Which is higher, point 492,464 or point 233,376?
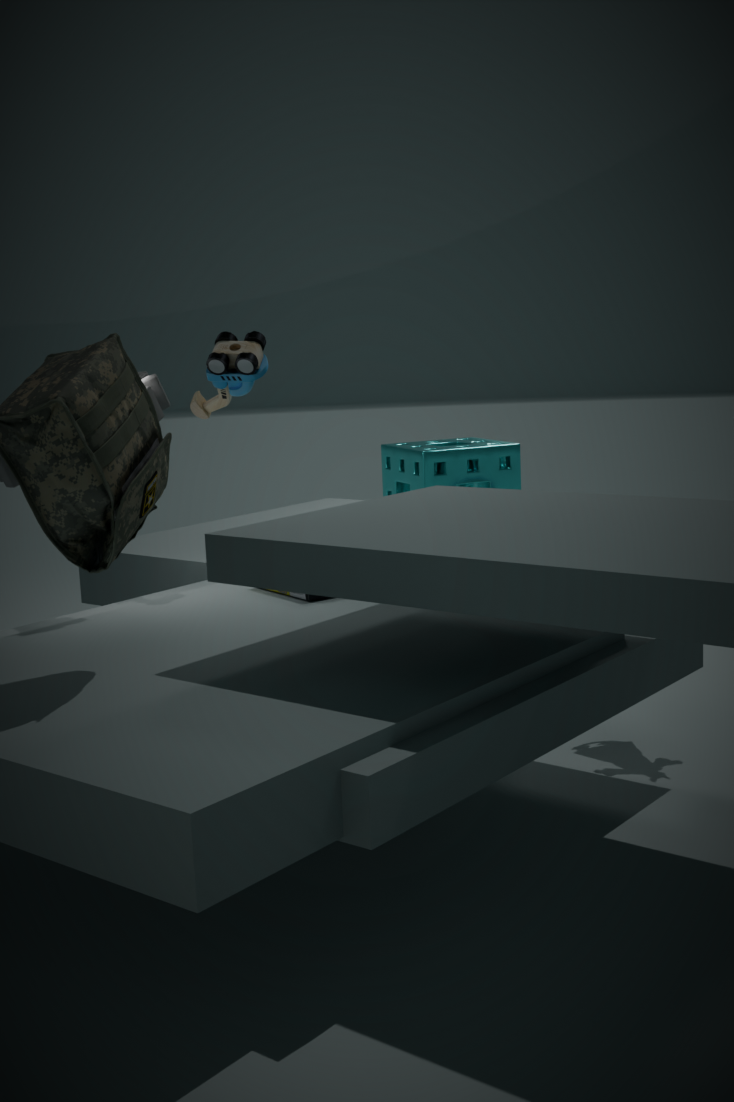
point 233,376
